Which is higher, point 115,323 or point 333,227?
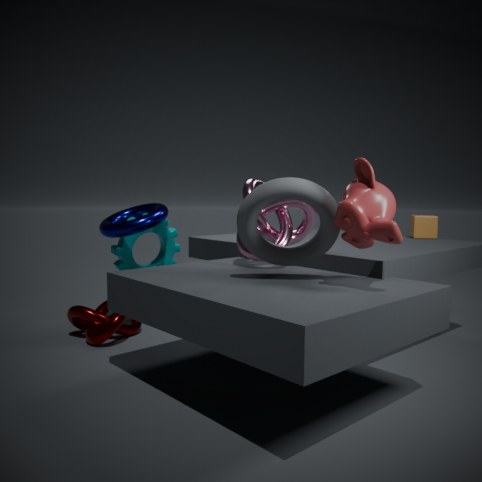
point 333,227
